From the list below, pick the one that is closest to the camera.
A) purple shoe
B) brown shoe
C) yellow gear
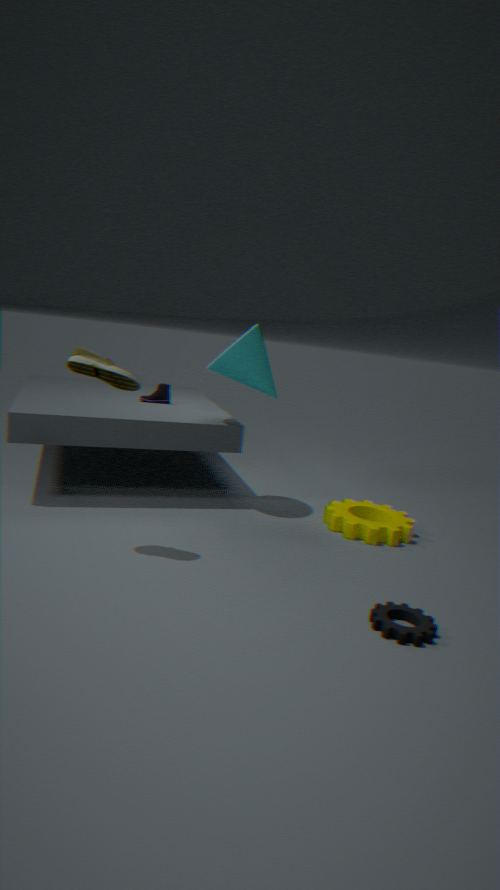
brown shoe
